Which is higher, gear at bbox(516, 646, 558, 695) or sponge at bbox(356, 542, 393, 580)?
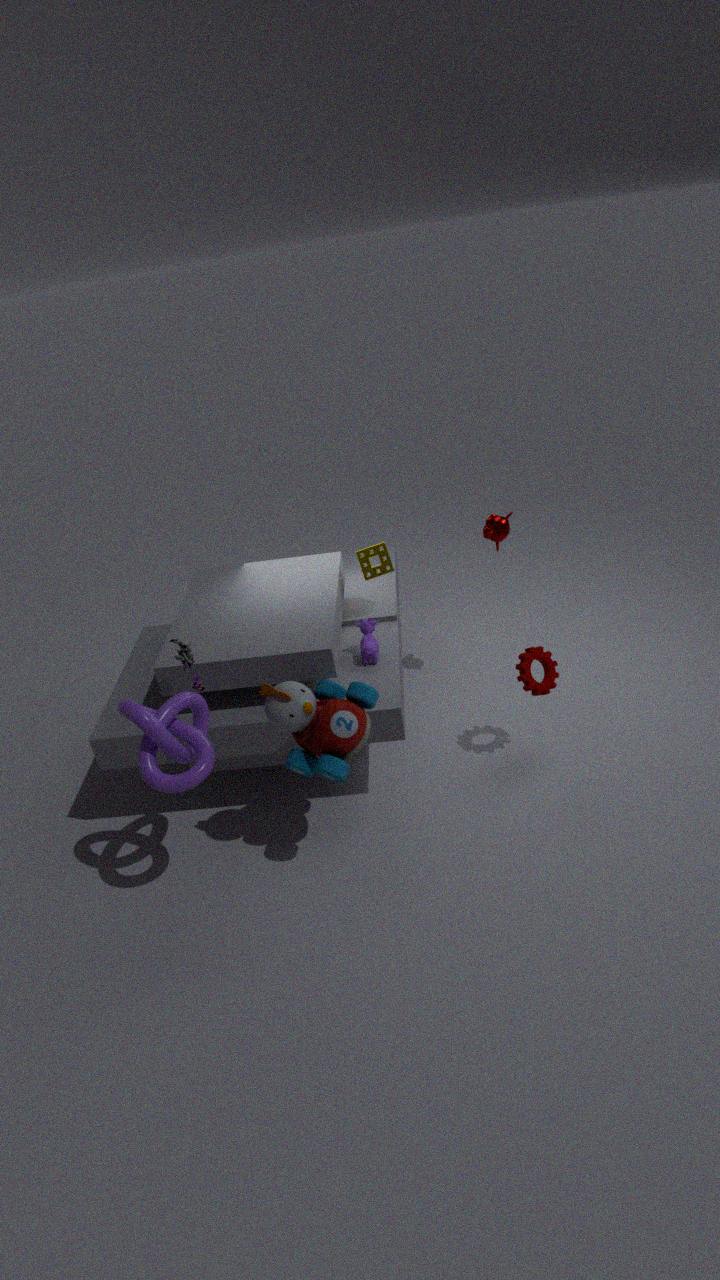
sponge at bbox(356, 542, 393, 580)
